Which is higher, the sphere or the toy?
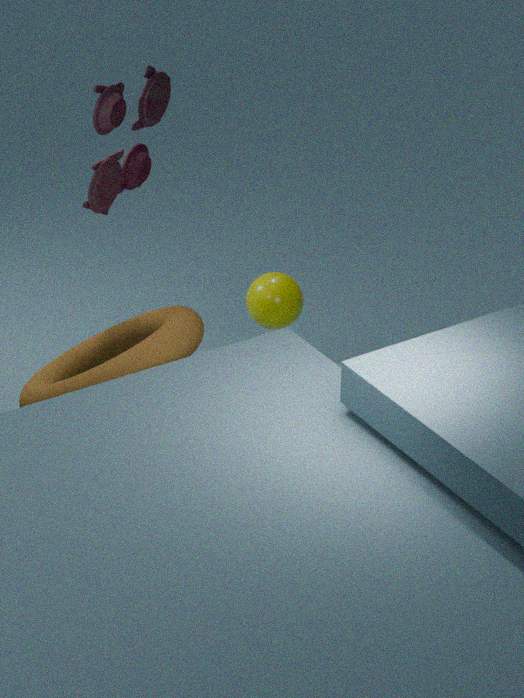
the toy
